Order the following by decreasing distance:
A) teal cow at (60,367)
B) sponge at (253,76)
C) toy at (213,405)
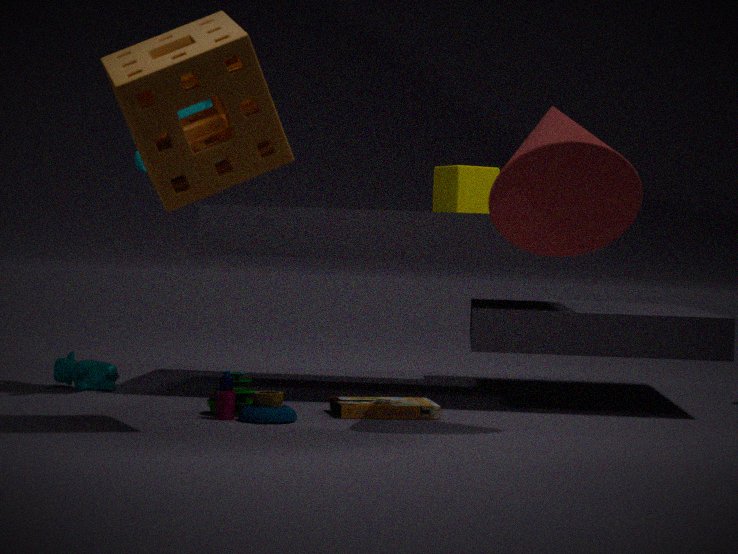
teal cow at (60,367) < toy at (213,405) < sponge at (253,76)
